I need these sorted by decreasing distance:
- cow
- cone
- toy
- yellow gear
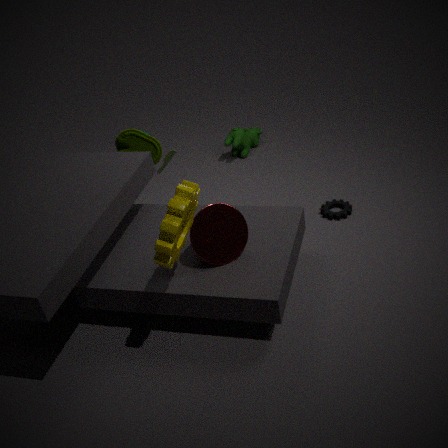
1. cow
2. toy
3. cone
4. yellow gear
